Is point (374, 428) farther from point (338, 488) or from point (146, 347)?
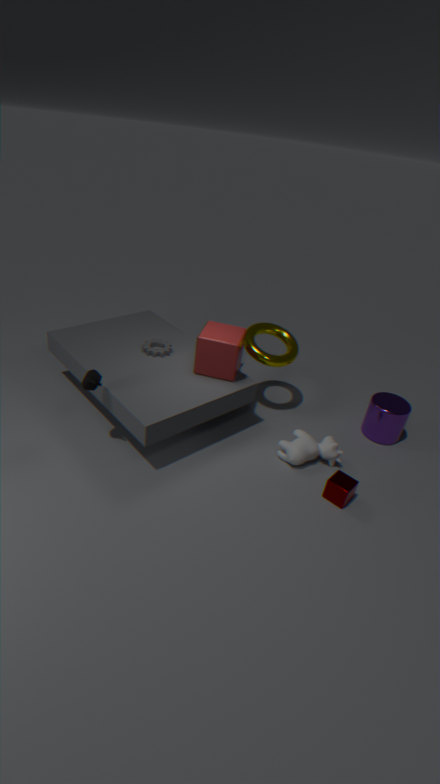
point (146, 347)
